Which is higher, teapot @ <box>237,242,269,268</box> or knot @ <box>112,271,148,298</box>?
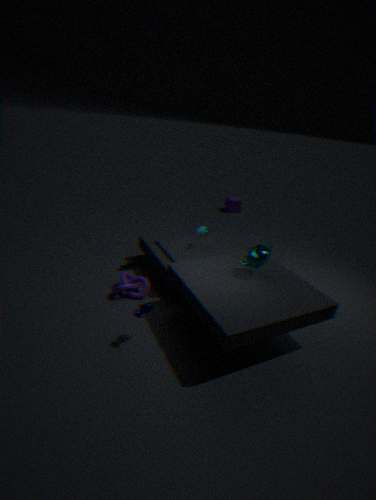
teapot @ <box>237,242,269,268</box>
